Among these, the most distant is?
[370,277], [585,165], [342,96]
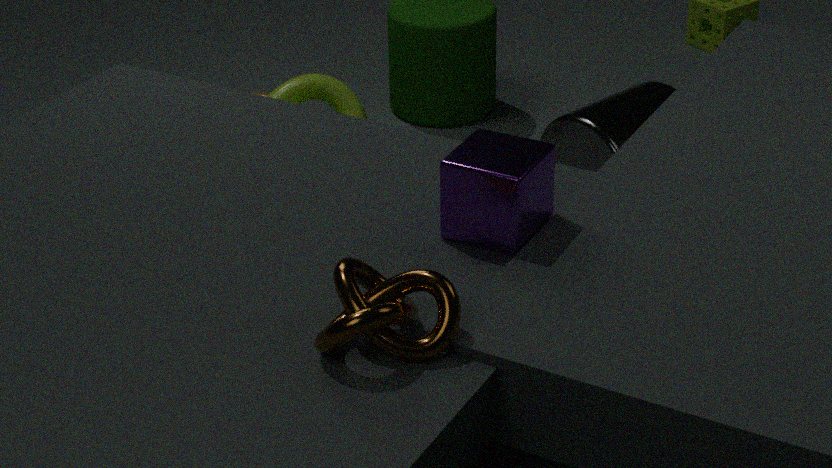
[342,96]
